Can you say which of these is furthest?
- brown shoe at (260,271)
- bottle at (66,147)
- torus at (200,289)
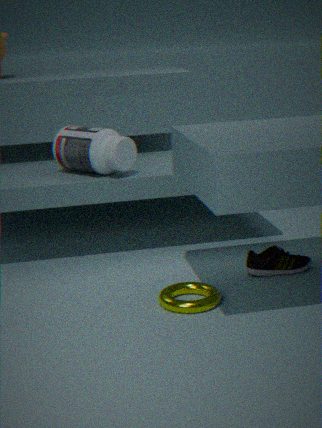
bottle at (66,147)
